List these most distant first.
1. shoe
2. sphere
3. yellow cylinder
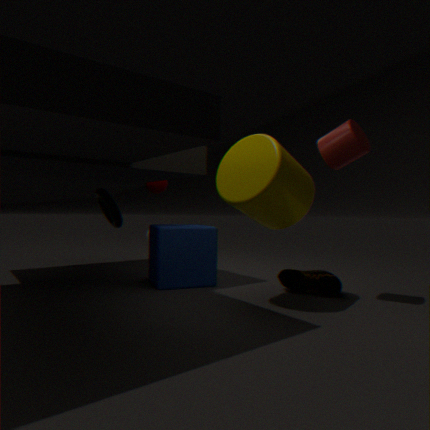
sphere
shoe
yellow cylinder
